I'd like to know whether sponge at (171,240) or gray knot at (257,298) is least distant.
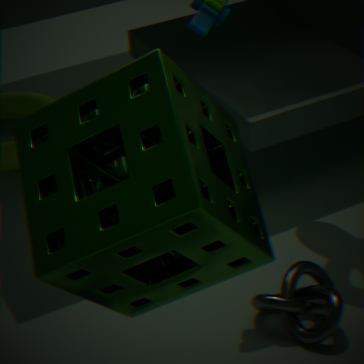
sponge at (171,240)
